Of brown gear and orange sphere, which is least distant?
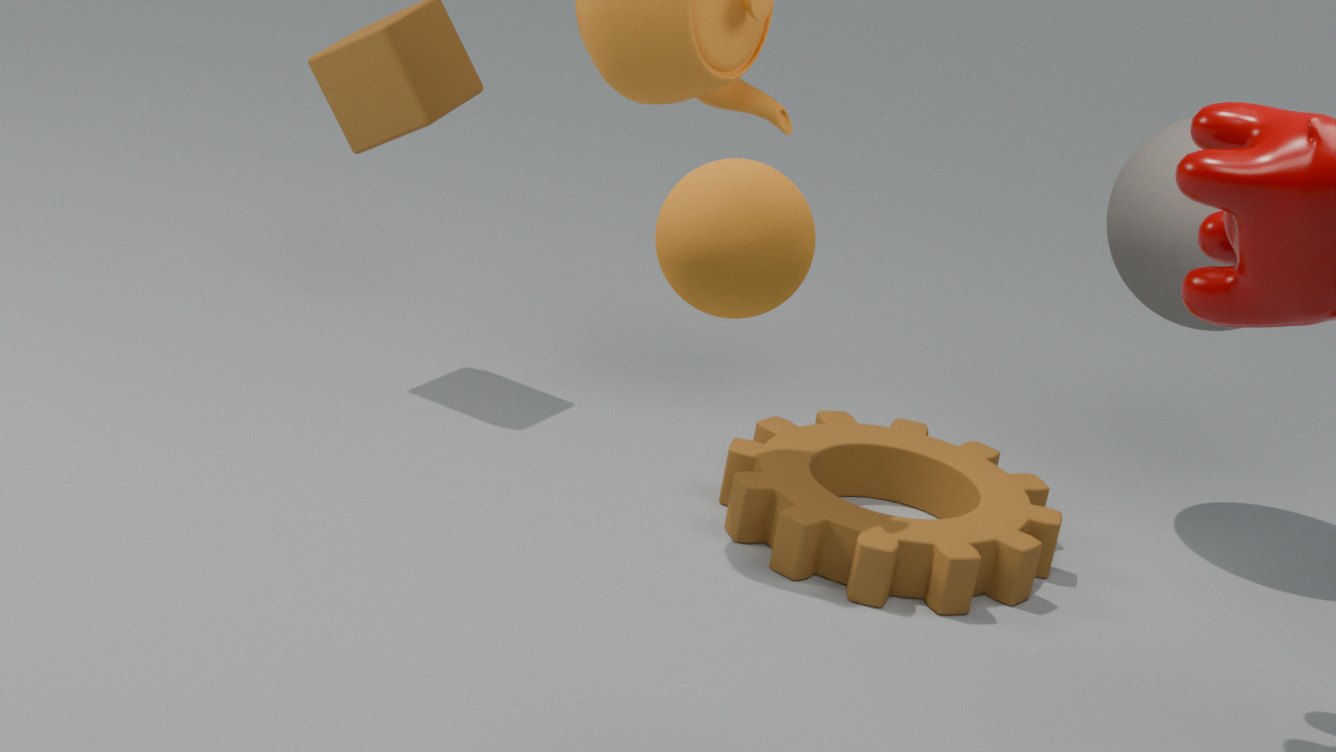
orange sphere
